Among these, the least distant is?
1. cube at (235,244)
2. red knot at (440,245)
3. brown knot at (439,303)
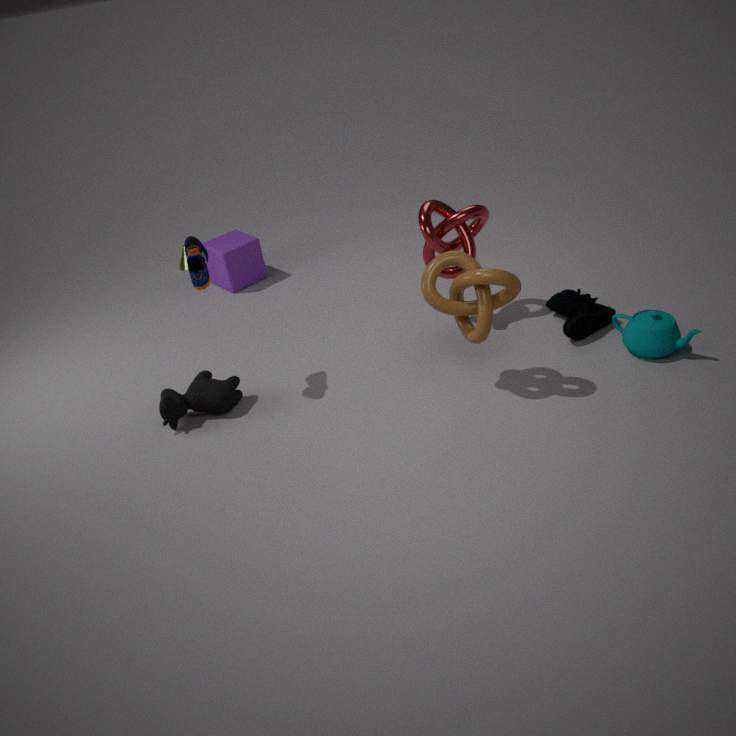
brown knot at (439,303)
